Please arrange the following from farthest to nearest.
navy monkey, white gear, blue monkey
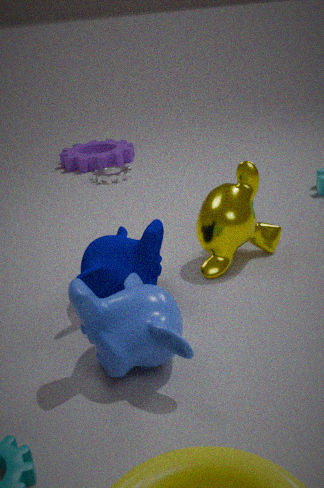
white gear → navy monkey → blue monkey
